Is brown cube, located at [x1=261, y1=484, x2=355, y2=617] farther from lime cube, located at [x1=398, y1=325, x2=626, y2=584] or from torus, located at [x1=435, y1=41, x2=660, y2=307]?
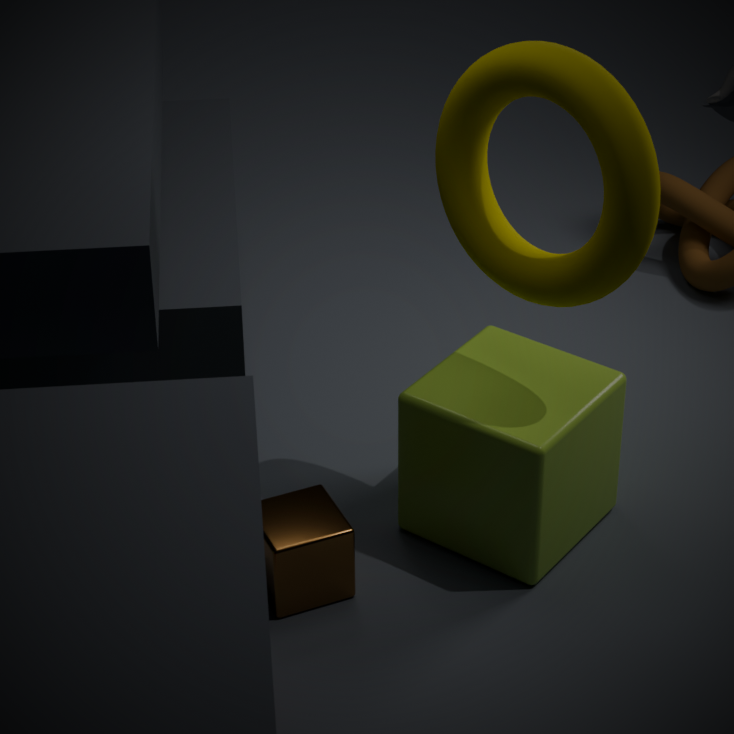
torus, located at [x1=435, y1=41, x2=660, y2=307]
